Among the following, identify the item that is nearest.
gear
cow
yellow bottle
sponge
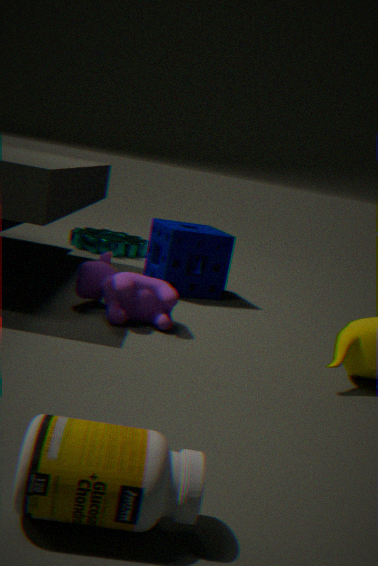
yellow bottle
